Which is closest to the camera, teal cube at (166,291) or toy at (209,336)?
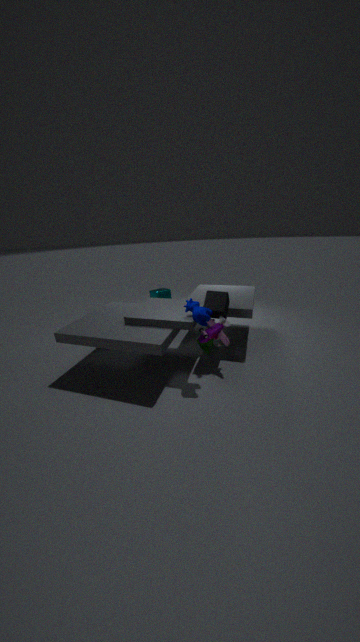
toy at (209,336)
